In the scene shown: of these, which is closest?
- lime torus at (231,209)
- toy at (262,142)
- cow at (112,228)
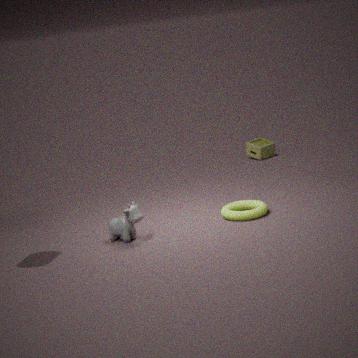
cow at (112,228)
